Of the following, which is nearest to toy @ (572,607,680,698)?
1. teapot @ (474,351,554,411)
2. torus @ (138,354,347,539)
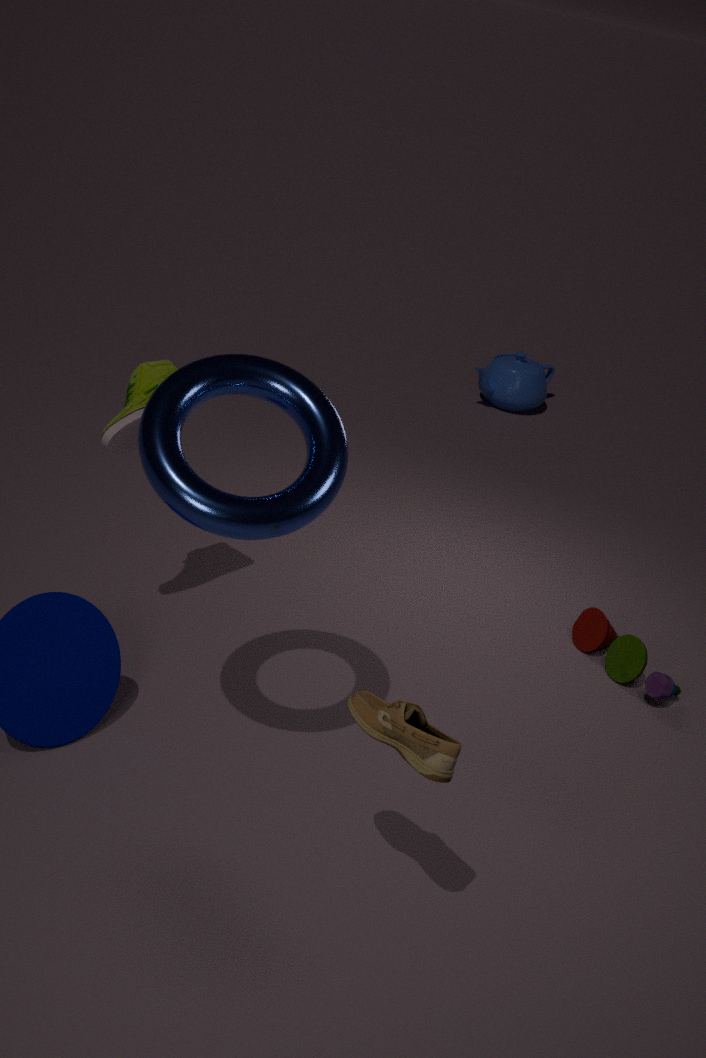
torus @ (138,354,347,539)
